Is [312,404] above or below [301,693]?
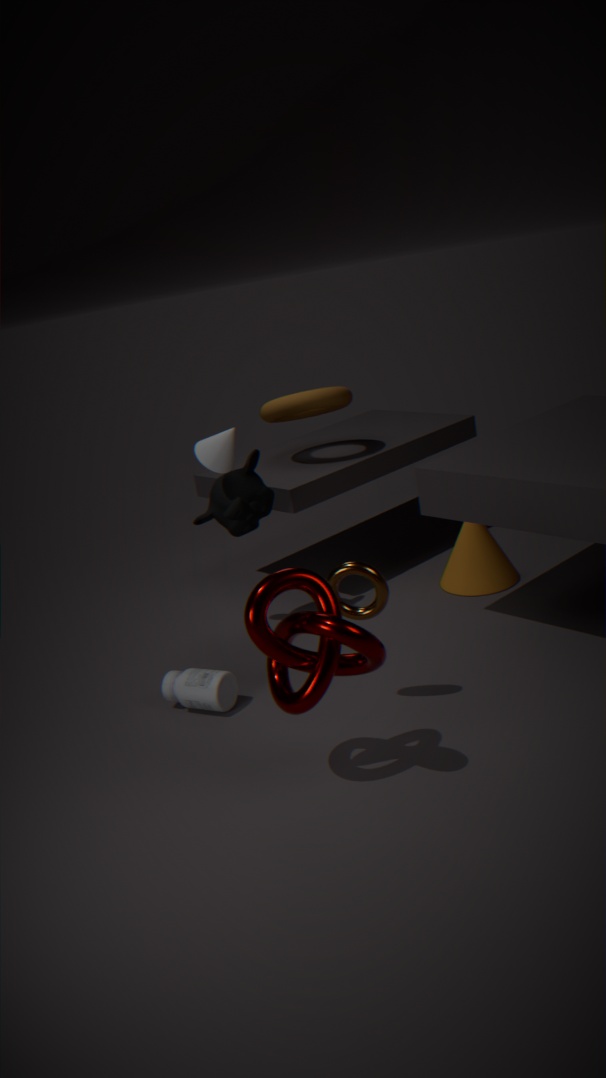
above
